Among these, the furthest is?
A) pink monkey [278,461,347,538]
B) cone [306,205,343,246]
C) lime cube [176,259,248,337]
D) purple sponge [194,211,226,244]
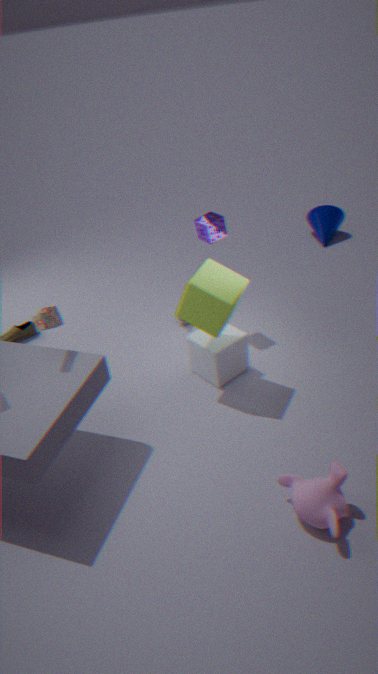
cone [306,205,343,246]
